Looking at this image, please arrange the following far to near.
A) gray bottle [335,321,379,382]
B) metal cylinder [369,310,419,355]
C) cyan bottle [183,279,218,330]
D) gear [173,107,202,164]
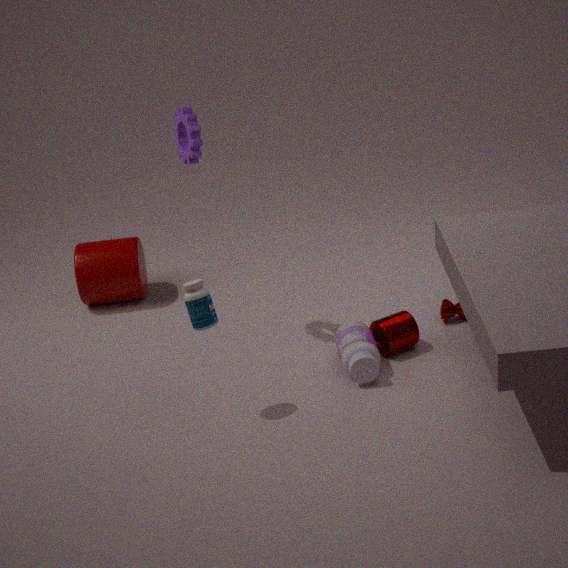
metal cylinder [369,310,419,355]
gear [173,107,202,164]
gray bottle [335,321,379,382]
cyan bottle [183,279,218,330]
